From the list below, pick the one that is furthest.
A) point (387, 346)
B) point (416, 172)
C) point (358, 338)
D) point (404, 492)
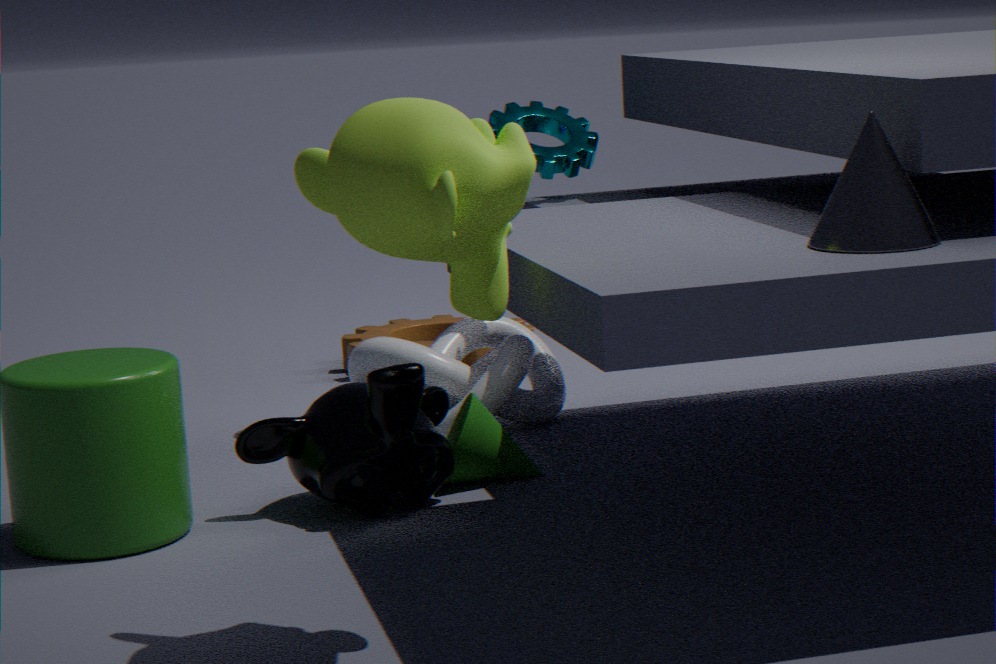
point (358, 338)
